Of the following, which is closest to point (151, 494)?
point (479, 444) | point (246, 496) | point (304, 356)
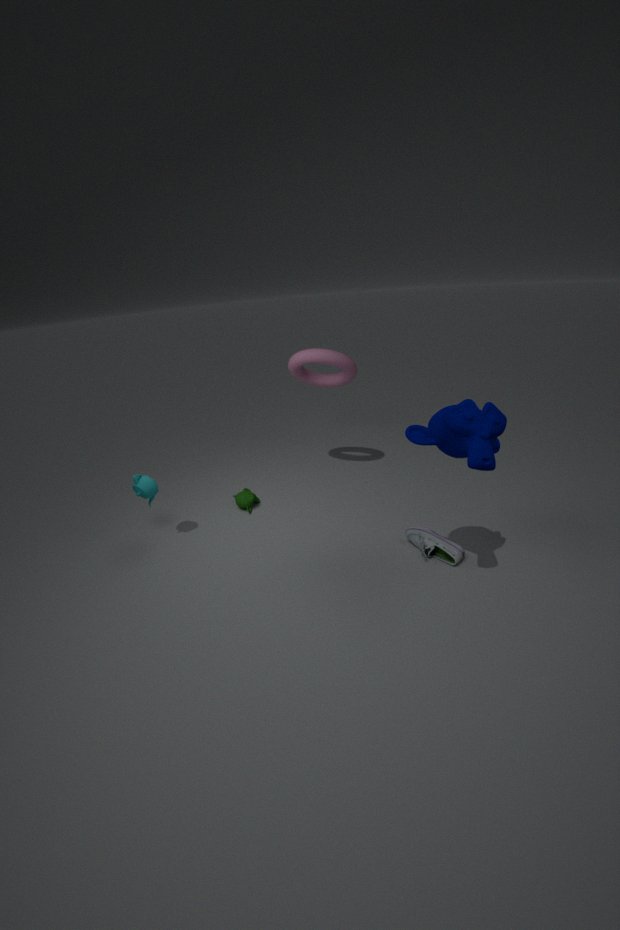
point (246, 496)
